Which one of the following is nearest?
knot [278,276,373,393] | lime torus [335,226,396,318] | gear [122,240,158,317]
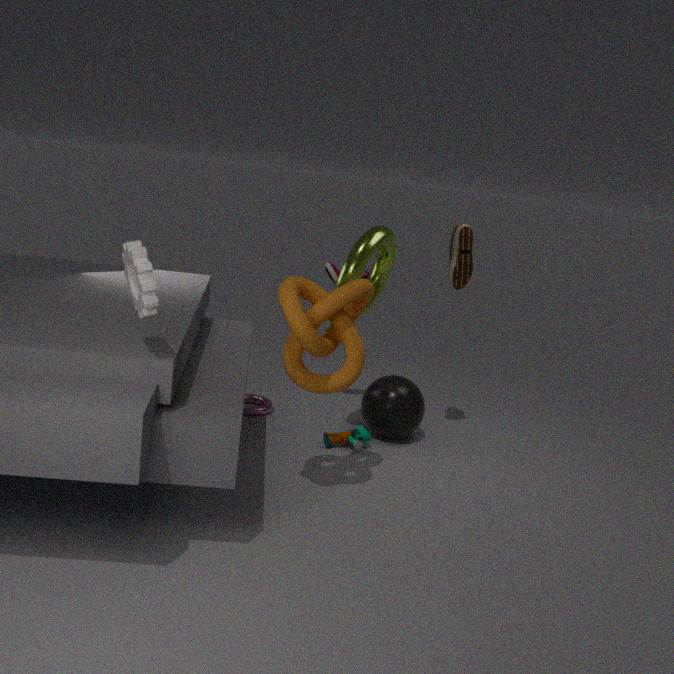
gear [122,240,158,317]
